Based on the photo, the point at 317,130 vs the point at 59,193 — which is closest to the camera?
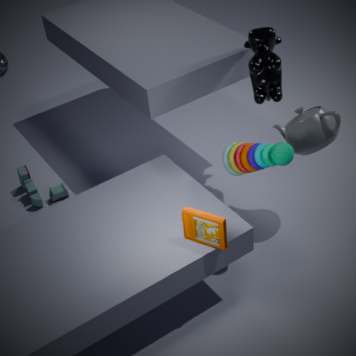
the point at 317,130
